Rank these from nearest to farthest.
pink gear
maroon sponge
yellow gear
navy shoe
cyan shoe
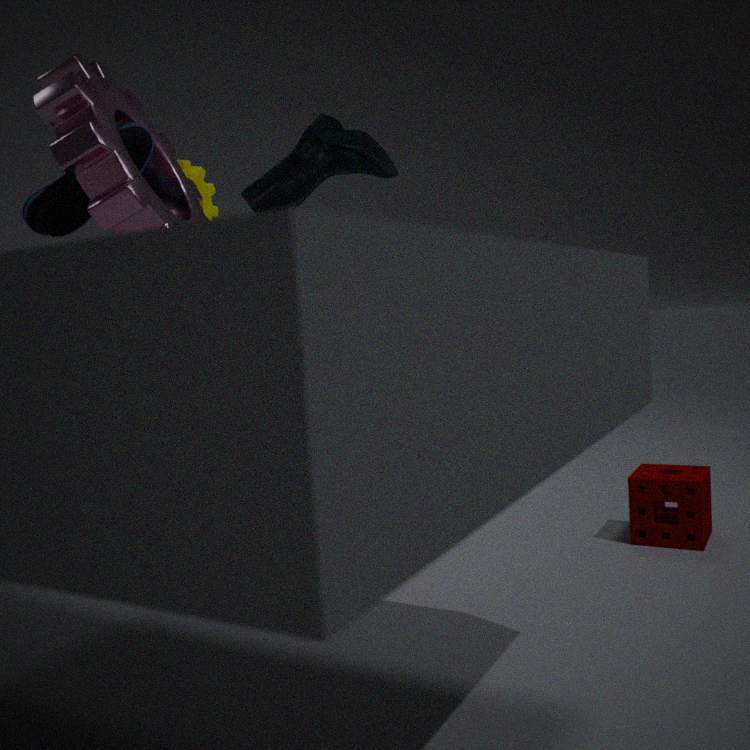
pink gear → navy shoe → cyan shoe → maroon sponge → yellow gear
